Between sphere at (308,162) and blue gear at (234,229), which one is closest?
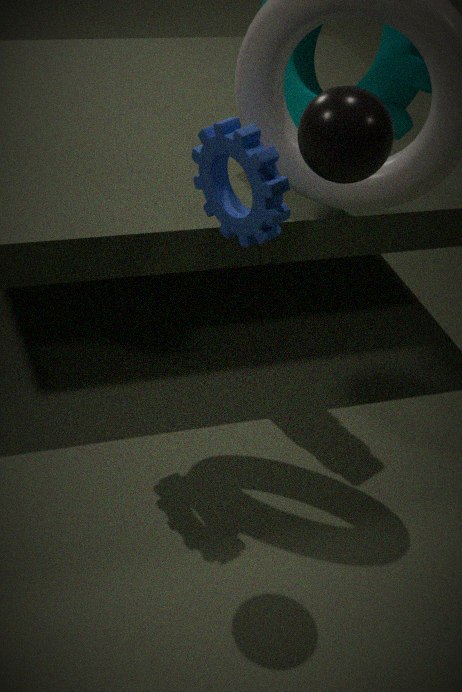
sphere at (308,162)
